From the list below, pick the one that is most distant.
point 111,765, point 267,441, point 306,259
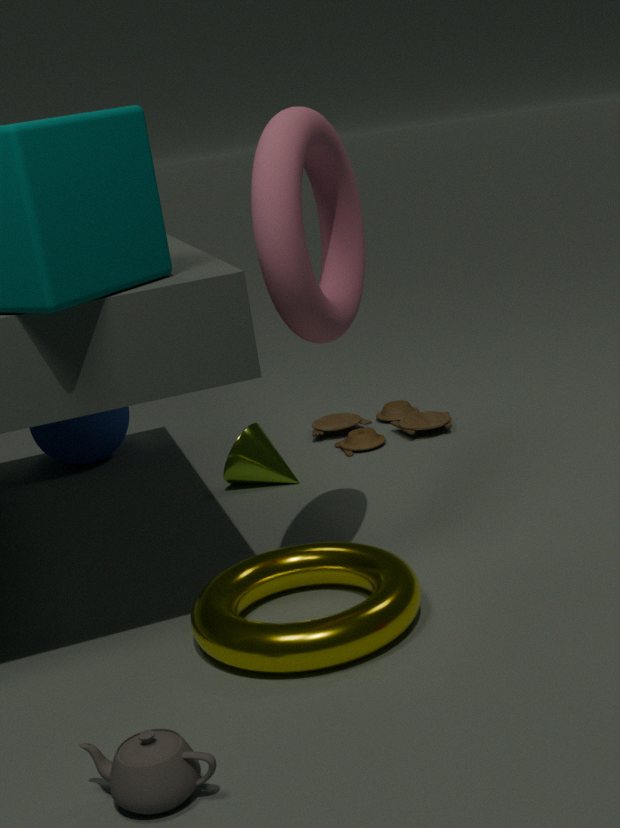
point 267,441
